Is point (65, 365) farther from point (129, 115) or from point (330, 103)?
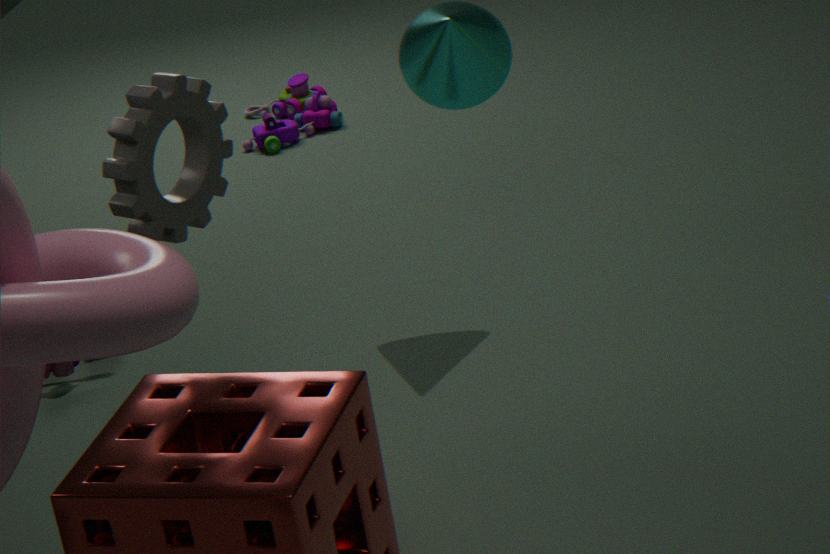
point (330, 103)
